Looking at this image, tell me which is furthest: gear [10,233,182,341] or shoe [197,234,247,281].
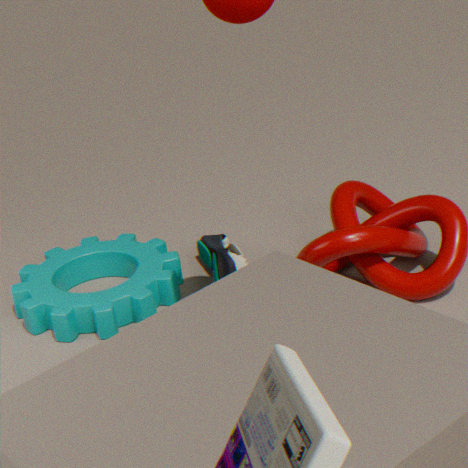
shoe [197,234,247,281]
